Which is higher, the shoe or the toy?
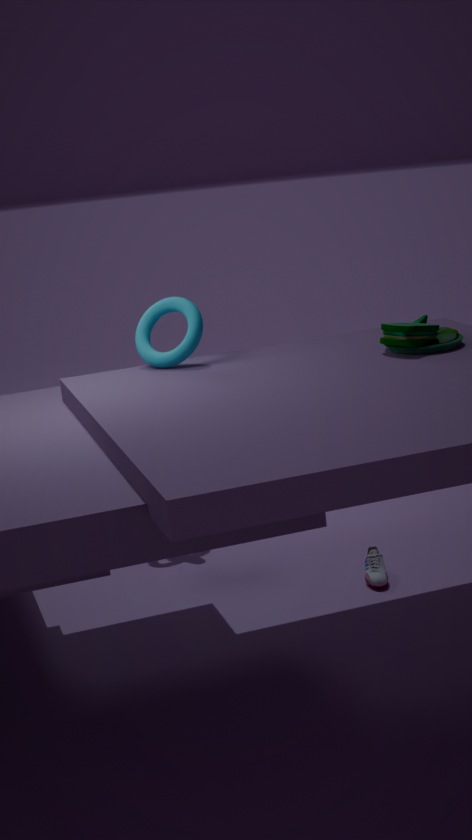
the toy
